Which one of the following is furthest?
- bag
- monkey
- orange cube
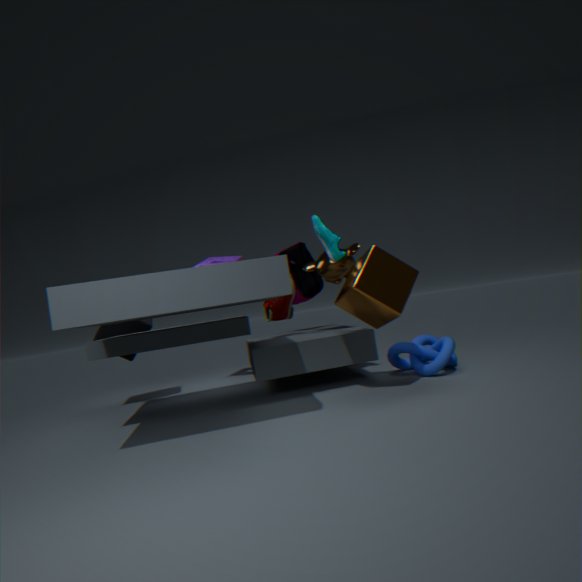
bag
